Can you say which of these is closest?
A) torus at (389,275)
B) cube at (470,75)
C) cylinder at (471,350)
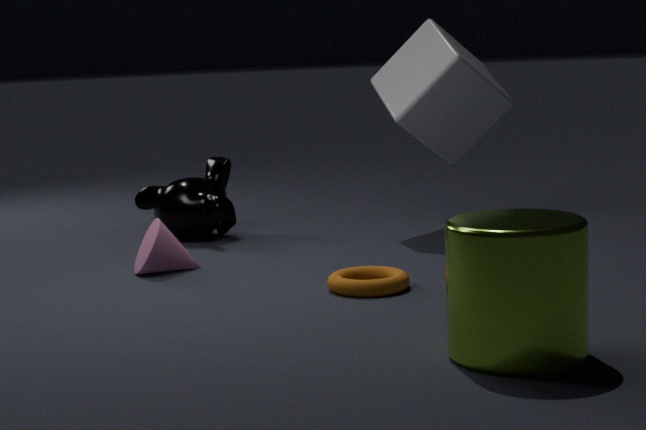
cylinder at (471,350)
